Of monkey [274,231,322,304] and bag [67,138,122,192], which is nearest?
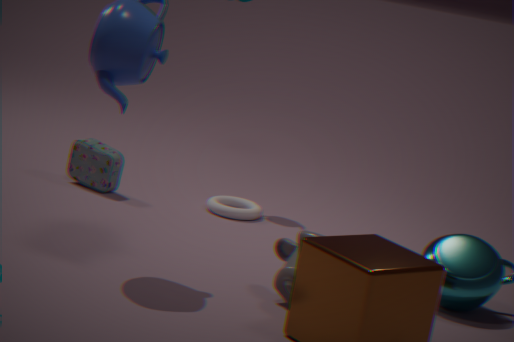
monkey [274,231,322,304]
